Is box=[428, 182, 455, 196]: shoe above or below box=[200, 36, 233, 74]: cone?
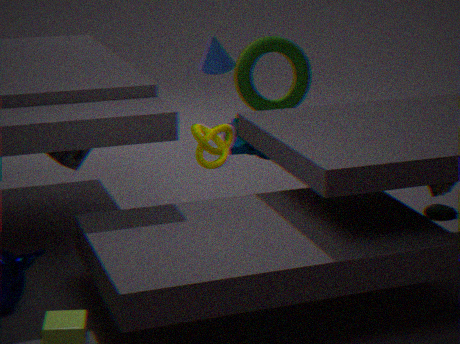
below
